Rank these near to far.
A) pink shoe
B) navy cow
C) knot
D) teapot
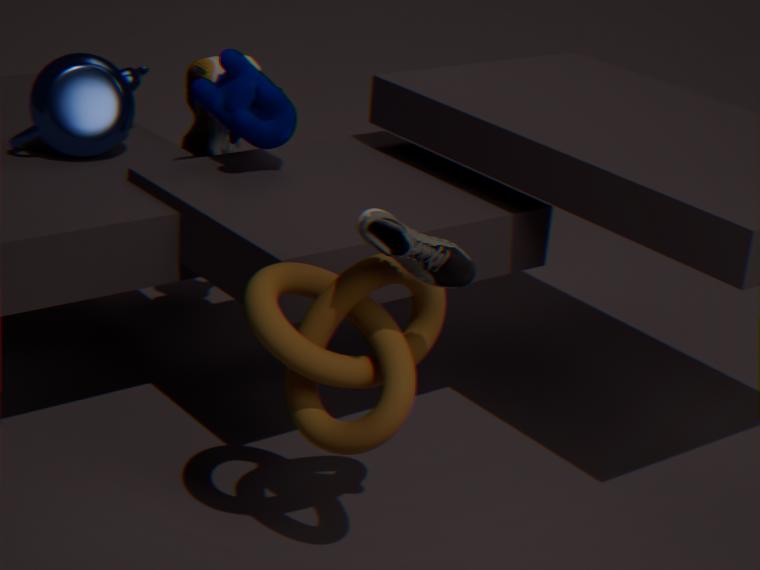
knot
navy cow
teapot
pink shoe
